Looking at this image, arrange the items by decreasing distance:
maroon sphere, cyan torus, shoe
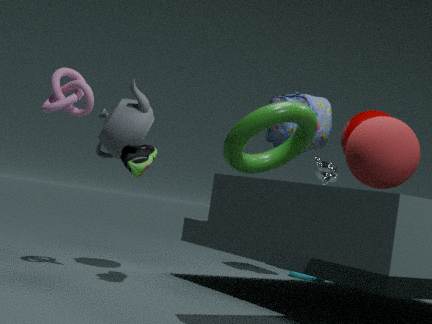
cyan torus < maroon sphere < shoe
